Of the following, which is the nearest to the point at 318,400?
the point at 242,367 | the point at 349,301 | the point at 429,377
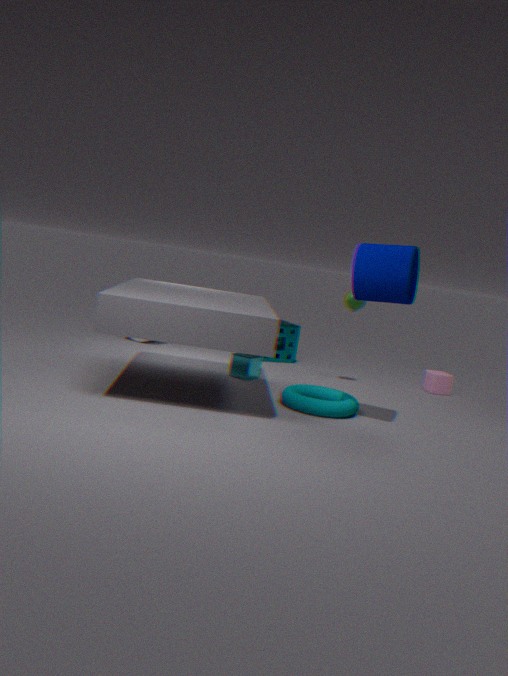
the point at 242,367
